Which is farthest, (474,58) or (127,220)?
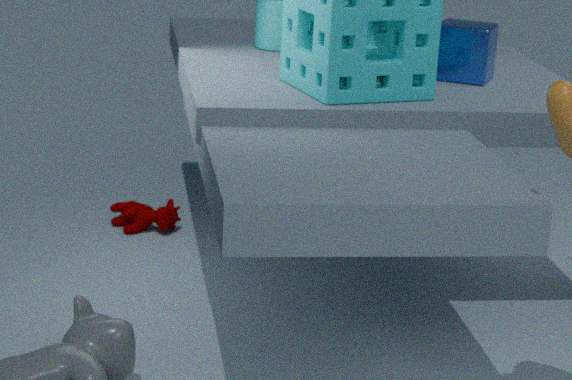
(127,220)
